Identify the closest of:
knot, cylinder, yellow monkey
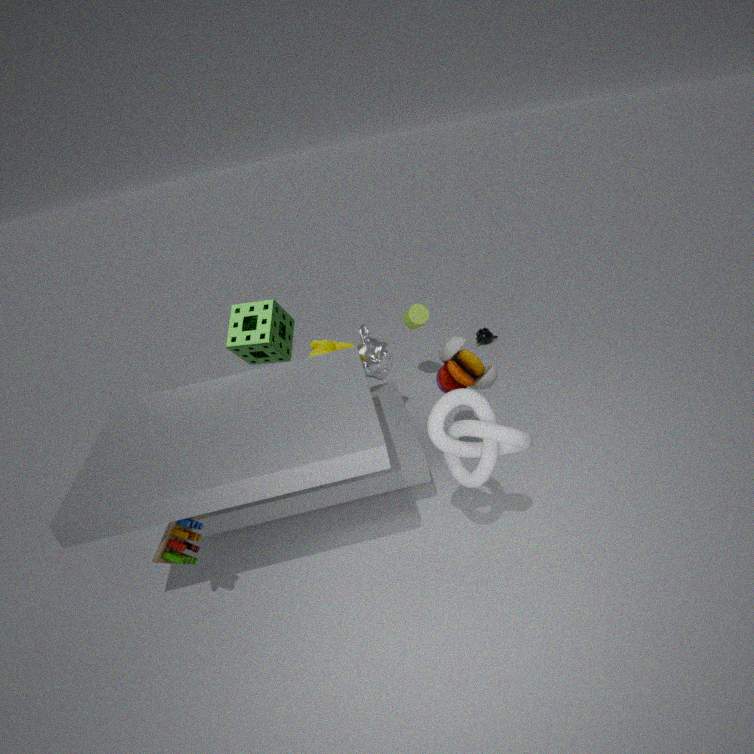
knot
